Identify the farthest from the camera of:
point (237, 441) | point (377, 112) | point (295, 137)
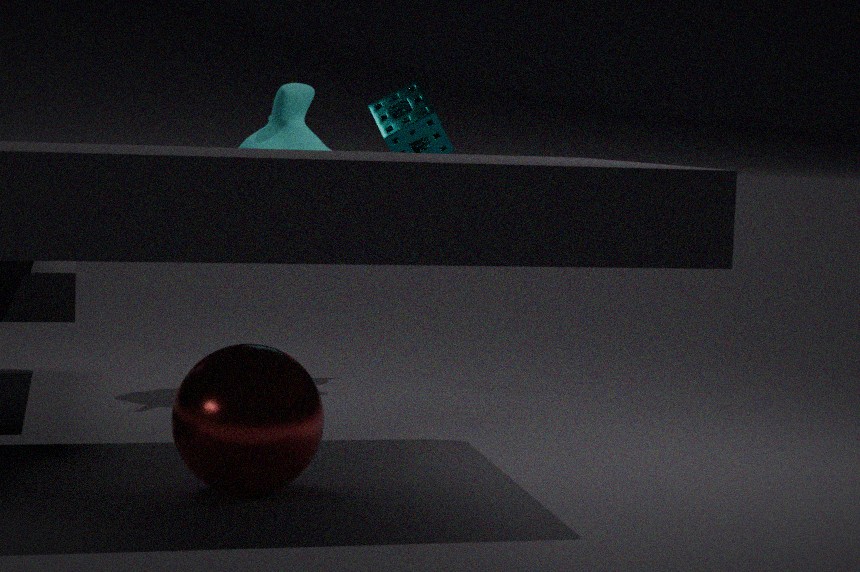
point (377, 112)
